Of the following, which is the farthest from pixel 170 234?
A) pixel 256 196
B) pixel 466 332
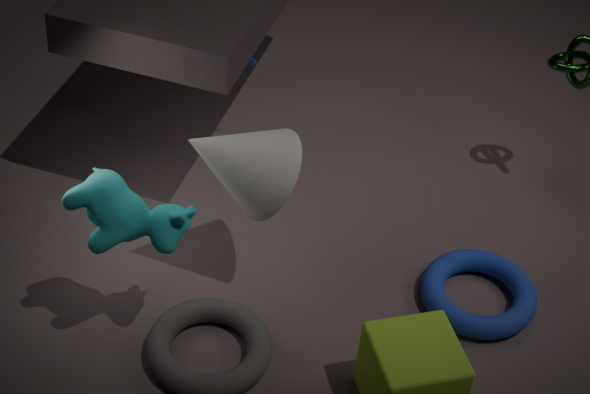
pixel 466 332
